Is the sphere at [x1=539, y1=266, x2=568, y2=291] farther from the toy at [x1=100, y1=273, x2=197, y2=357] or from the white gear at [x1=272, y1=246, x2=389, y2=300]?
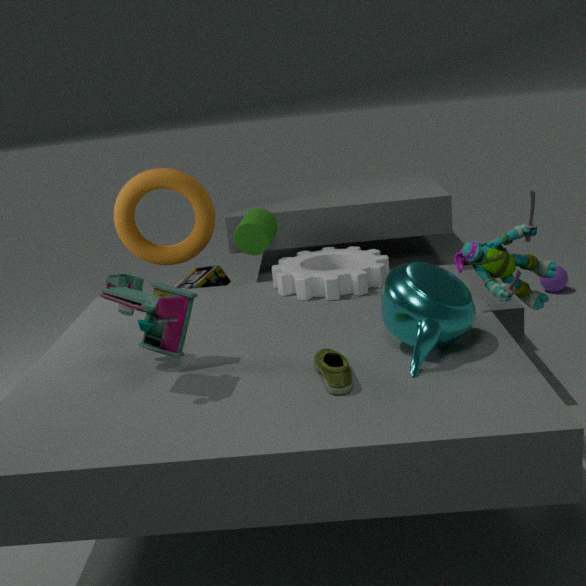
the toy at [x1=100, y1=273, x2=197, y2=357]
